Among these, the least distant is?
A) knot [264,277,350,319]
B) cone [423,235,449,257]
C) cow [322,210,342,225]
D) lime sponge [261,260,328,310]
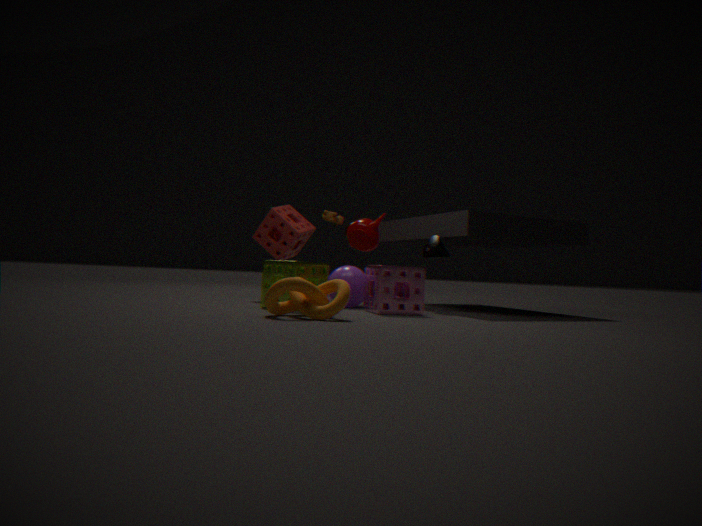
knot [264,277,350,319]
